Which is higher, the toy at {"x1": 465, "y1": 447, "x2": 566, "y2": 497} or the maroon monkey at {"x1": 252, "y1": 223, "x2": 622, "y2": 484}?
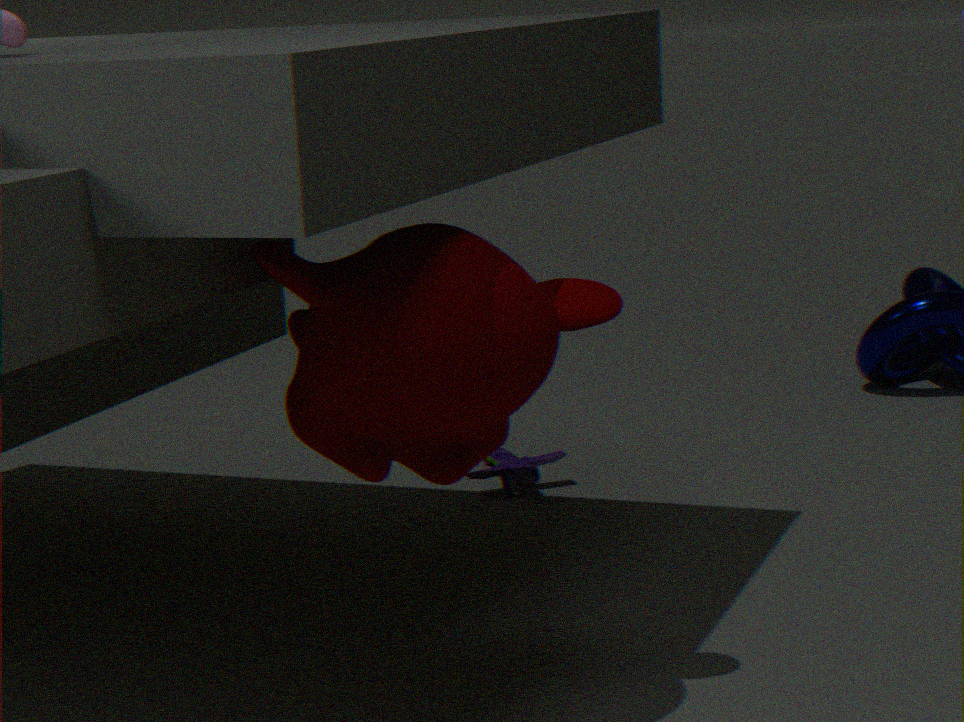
the maroon monkey at {"x1": 252, "y1": 223, "x2": 622, "y2": 484}
